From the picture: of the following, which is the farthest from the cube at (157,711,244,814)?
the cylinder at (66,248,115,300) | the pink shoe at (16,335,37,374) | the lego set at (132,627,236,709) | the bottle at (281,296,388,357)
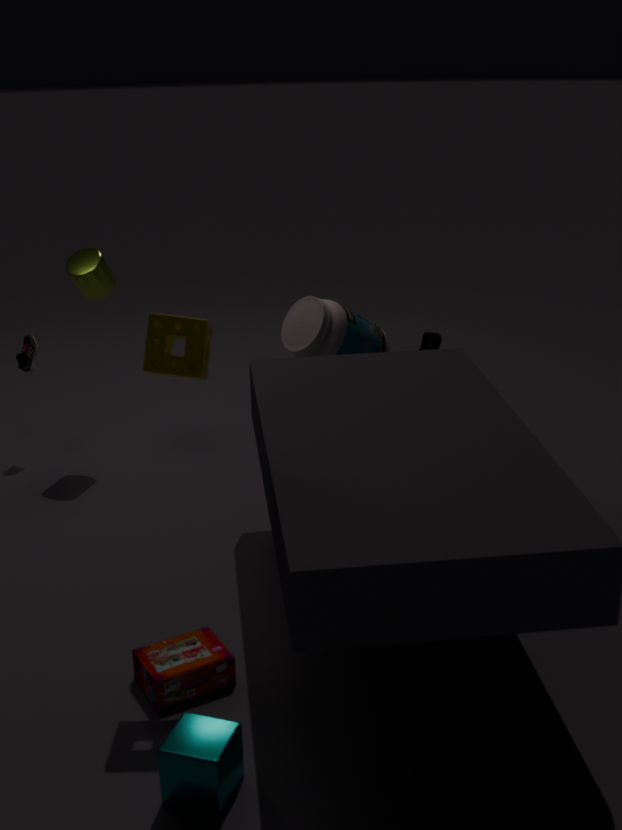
the pink shoe at (16,335,37,374)
